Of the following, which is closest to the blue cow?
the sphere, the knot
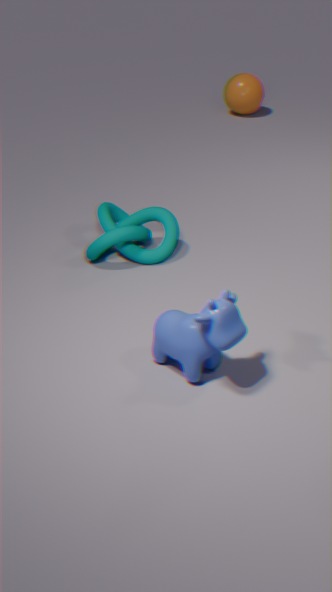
the knot
